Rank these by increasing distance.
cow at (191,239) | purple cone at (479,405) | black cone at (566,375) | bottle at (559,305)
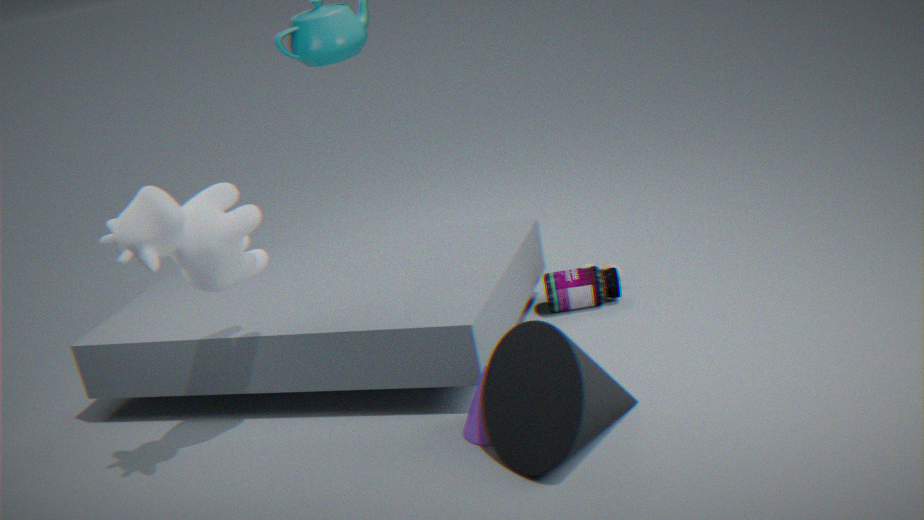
black cone at (566,375) → cow at (191,239) → purple cone at (479,405) → bottle at (559,305)
